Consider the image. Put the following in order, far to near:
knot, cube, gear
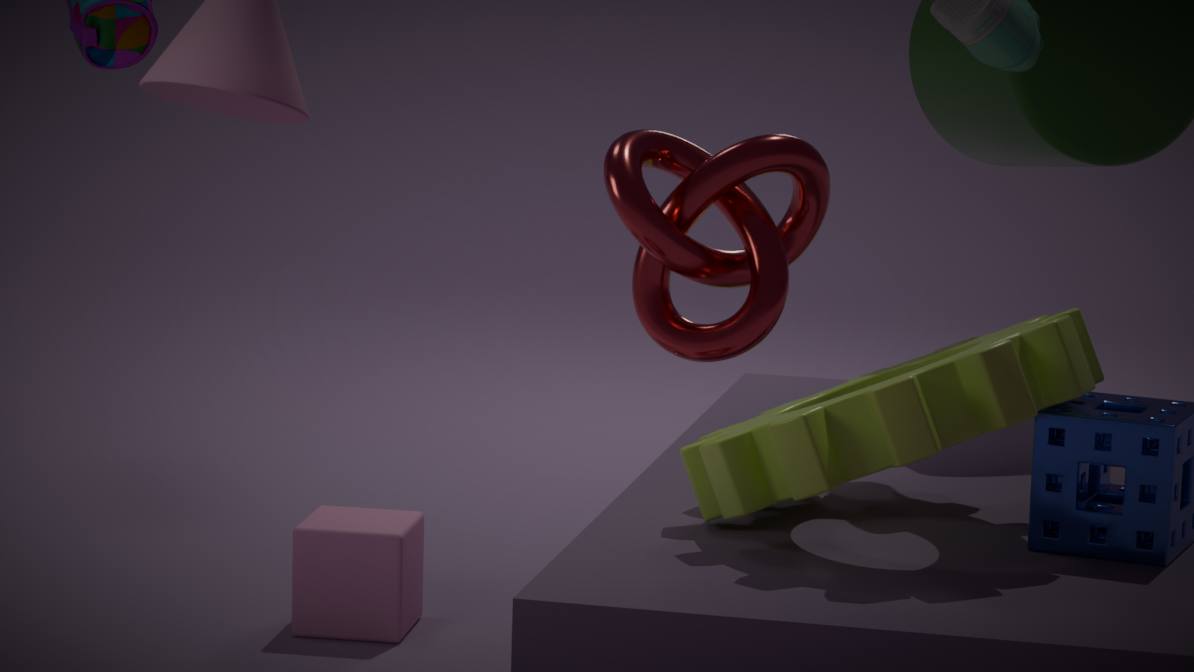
1. cube
2. gear
3. knot
